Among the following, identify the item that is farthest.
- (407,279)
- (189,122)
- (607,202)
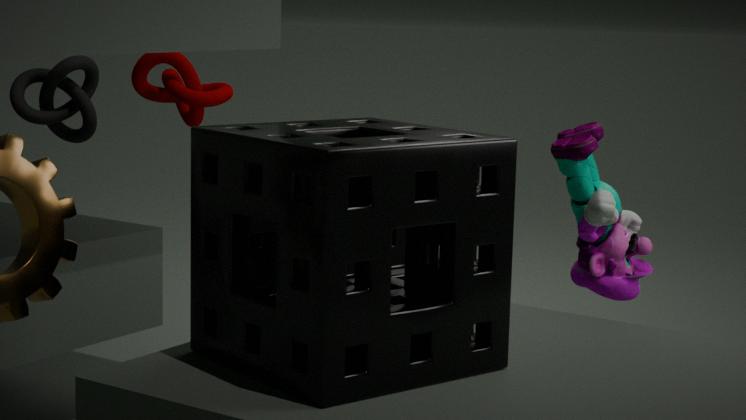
(189,122)
